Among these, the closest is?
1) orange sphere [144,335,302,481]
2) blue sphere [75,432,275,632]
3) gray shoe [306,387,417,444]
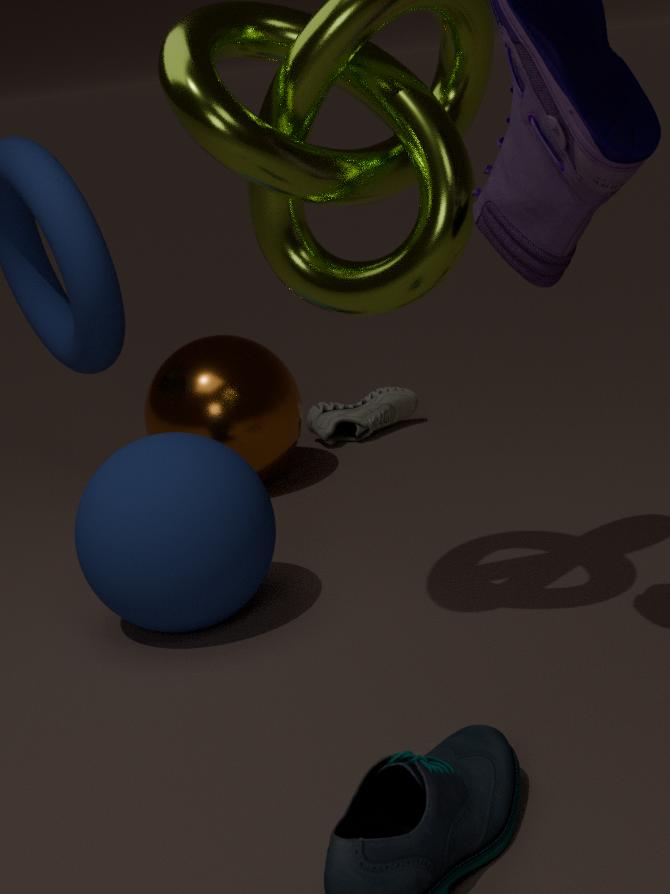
2. blue sphere [75,432,275,632]
